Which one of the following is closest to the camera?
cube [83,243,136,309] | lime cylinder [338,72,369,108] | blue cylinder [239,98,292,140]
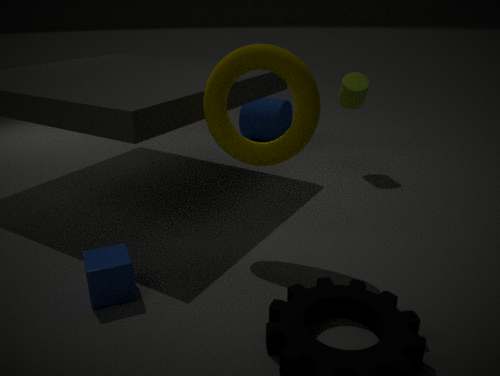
cube [83,243,136,309]
